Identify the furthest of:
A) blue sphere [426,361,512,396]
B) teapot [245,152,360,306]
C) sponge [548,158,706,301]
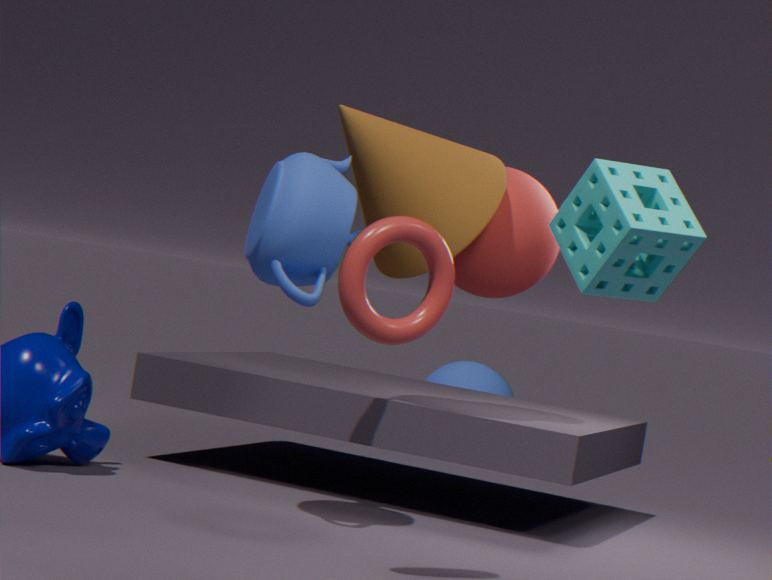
blue sphere [426,361,512,396]
